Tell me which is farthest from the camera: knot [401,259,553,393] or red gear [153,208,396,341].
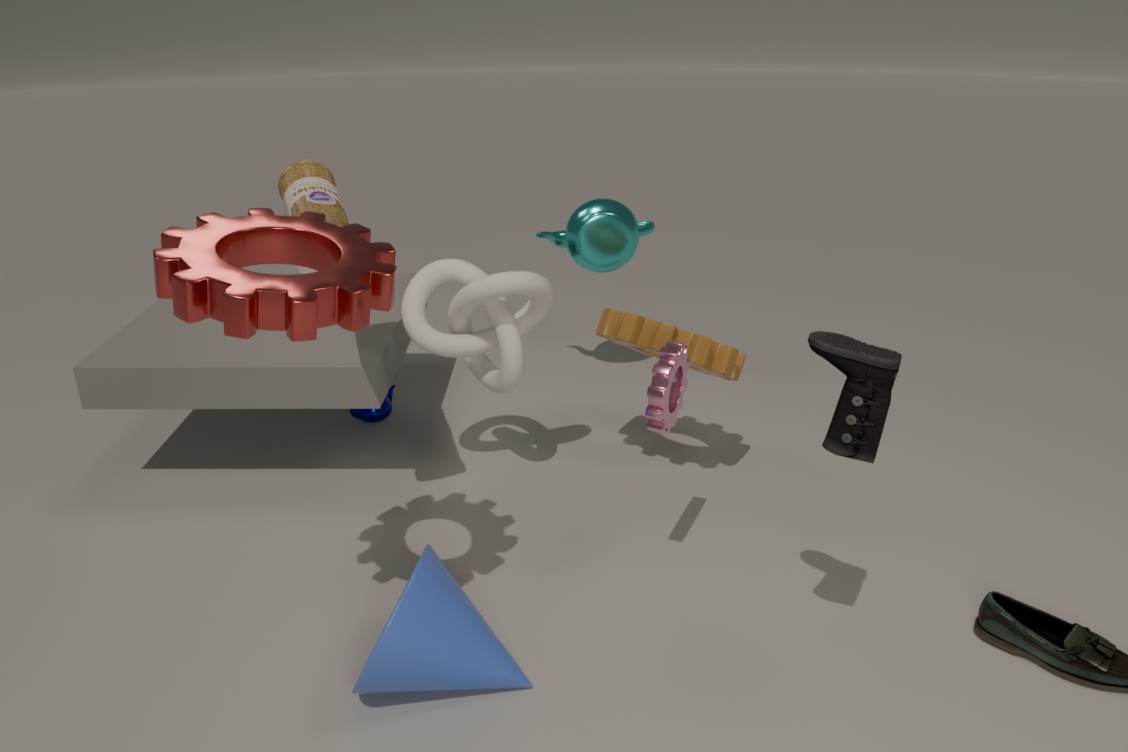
knot [401,259,553,393]
